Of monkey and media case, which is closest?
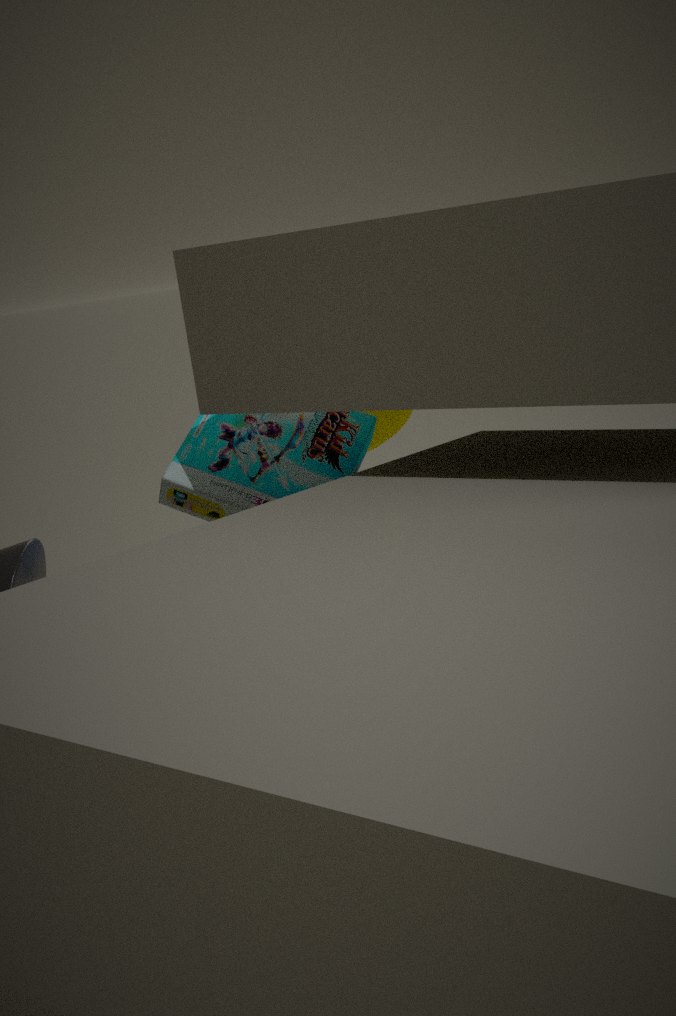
media case
